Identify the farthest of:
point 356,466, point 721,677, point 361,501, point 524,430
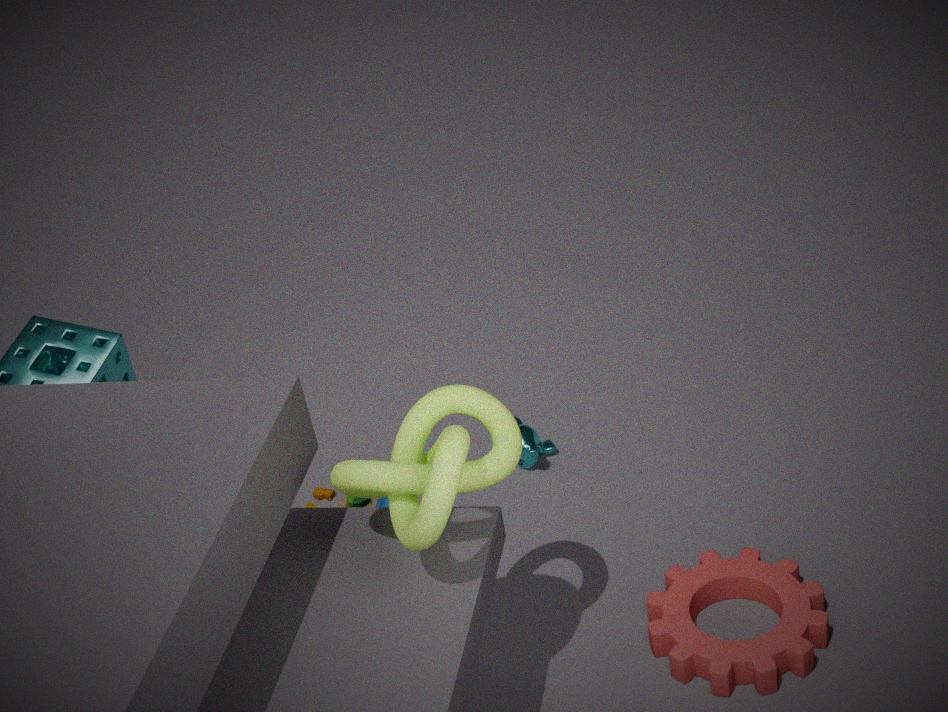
point 524,430
